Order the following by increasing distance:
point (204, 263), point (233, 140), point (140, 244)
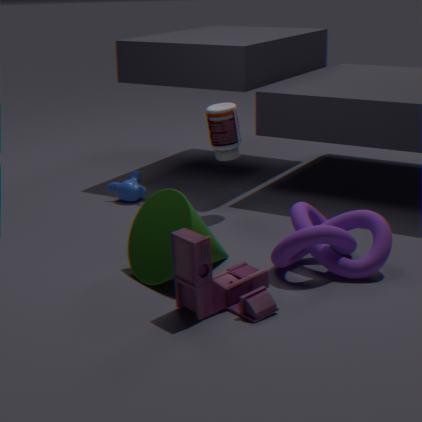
point (204, 263)
point (140, 244)
point (233, 140)
